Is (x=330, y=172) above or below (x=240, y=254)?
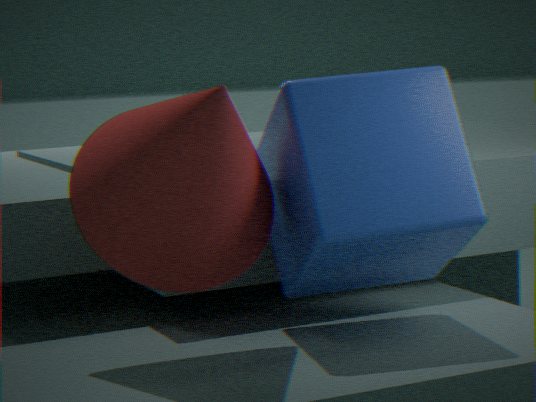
below
